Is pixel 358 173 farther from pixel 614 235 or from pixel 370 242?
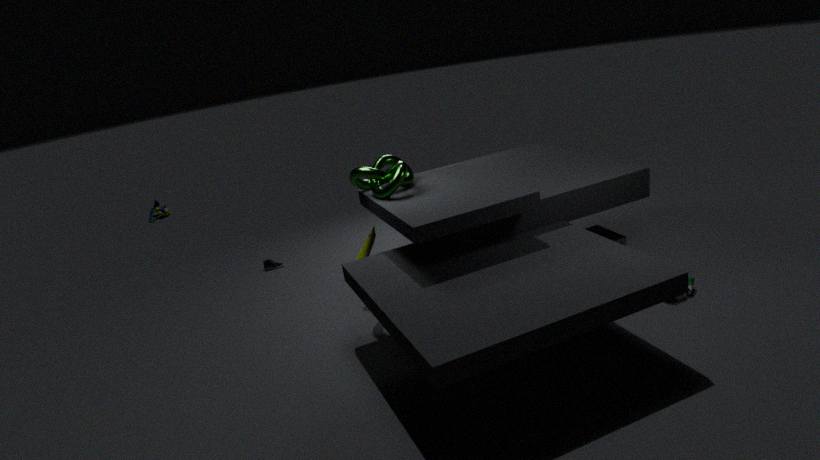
pixel 614 235
